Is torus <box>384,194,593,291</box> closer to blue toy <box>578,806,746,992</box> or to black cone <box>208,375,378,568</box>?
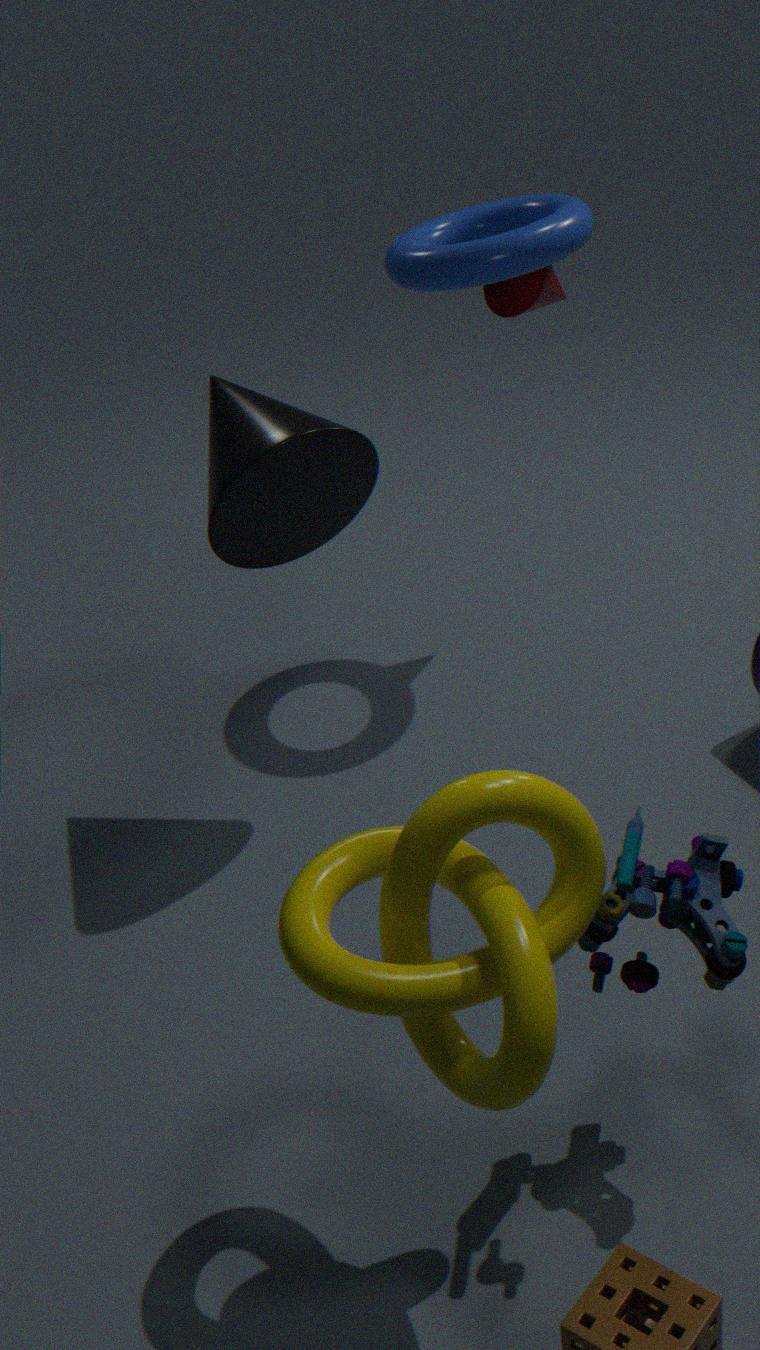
black cone <box>208,375,378,568</box>
